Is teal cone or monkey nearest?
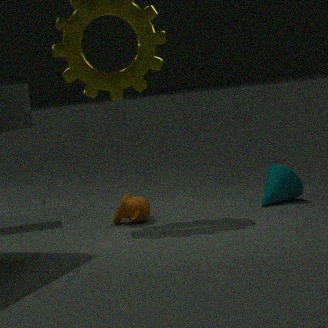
monkey
